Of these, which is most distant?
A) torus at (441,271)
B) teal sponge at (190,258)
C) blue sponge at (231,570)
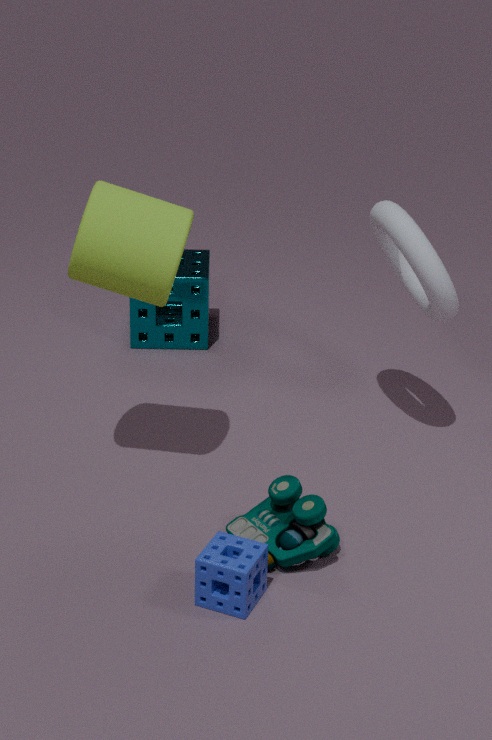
teal sponge at (190,258)
